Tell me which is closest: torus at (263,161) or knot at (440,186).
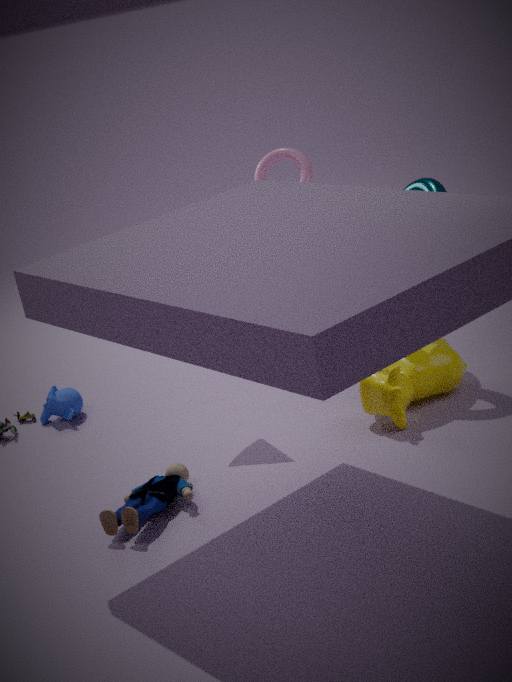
knot at (440,186)
